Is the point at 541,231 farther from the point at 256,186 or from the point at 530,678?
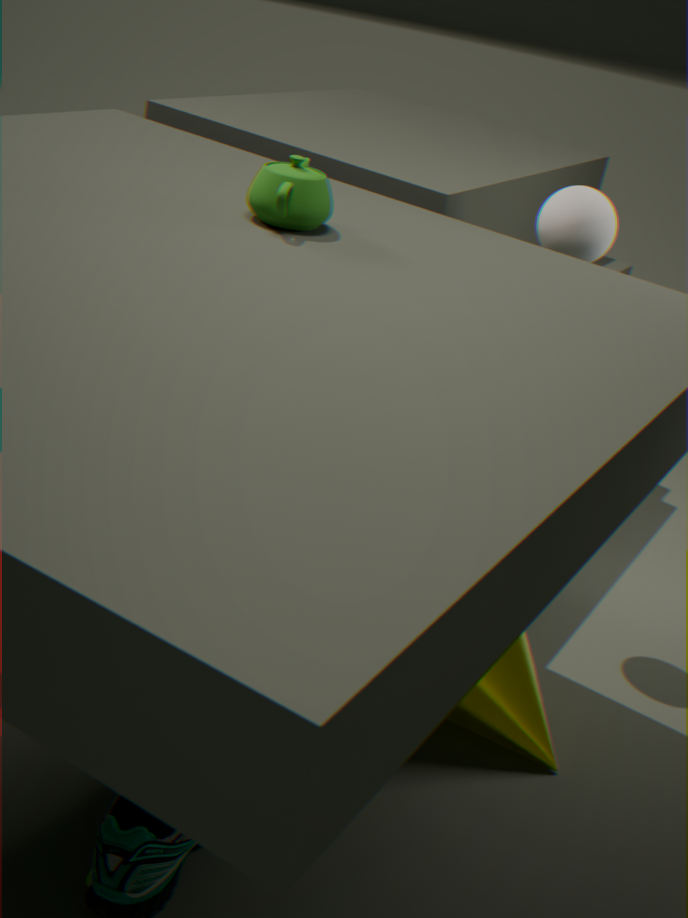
the point at 530,678
